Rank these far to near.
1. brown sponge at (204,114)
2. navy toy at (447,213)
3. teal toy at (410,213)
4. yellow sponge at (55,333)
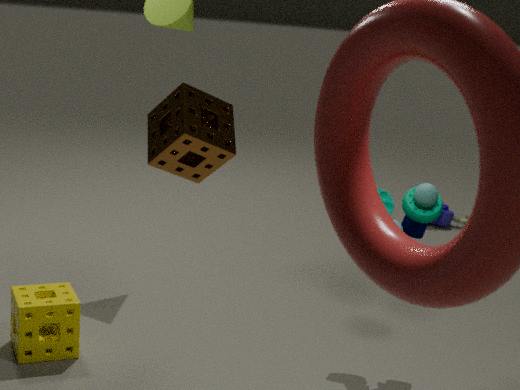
navy toy at (447,213), teal toy at (410,213), yellow sponge at (55,333), brown sponge at (204,114)
